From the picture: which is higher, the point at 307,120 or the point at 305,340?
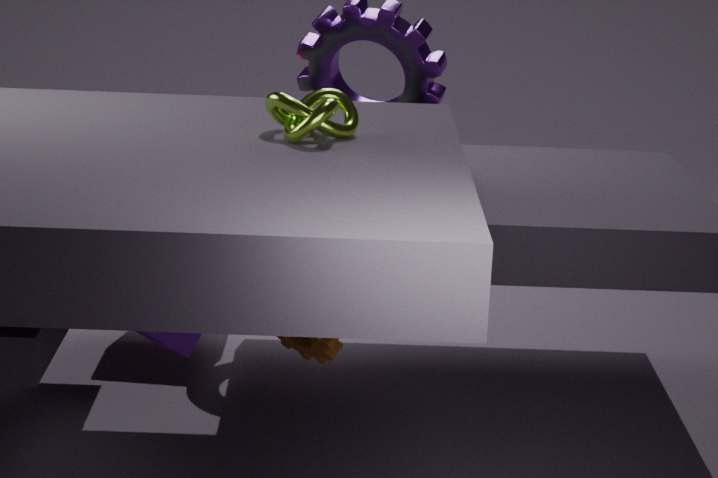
the point at 307,120
